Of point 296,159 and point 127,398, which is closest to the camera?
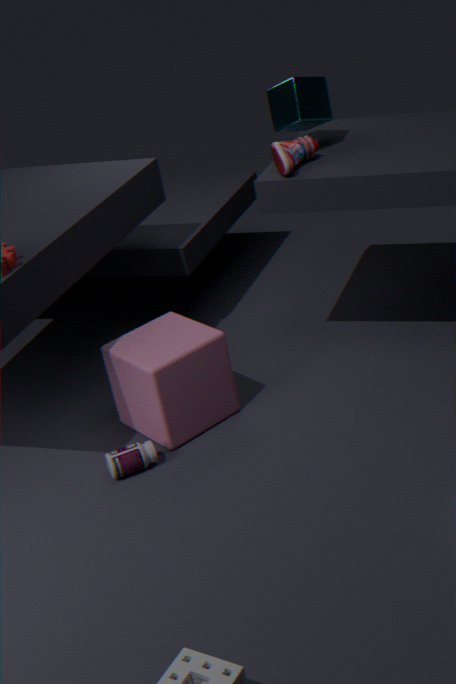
point 127,398
